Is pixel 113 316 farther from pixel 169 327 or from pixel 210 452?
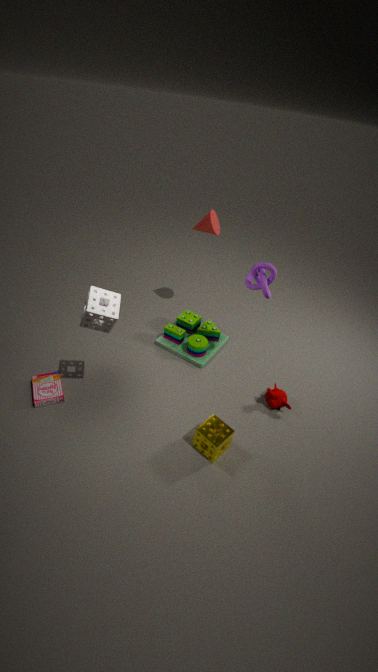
pixel 169 327
